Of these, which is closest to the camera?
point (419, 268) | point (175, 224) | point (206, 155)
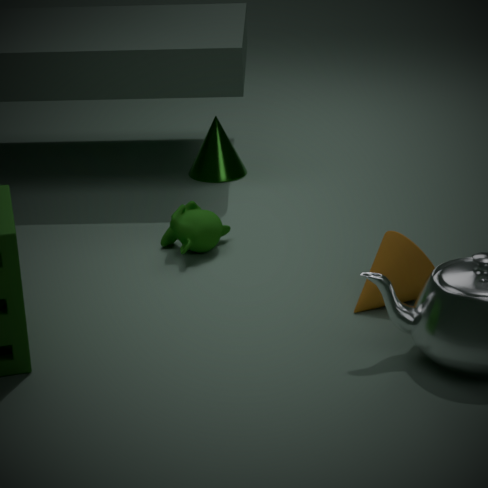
point (419, 268)
